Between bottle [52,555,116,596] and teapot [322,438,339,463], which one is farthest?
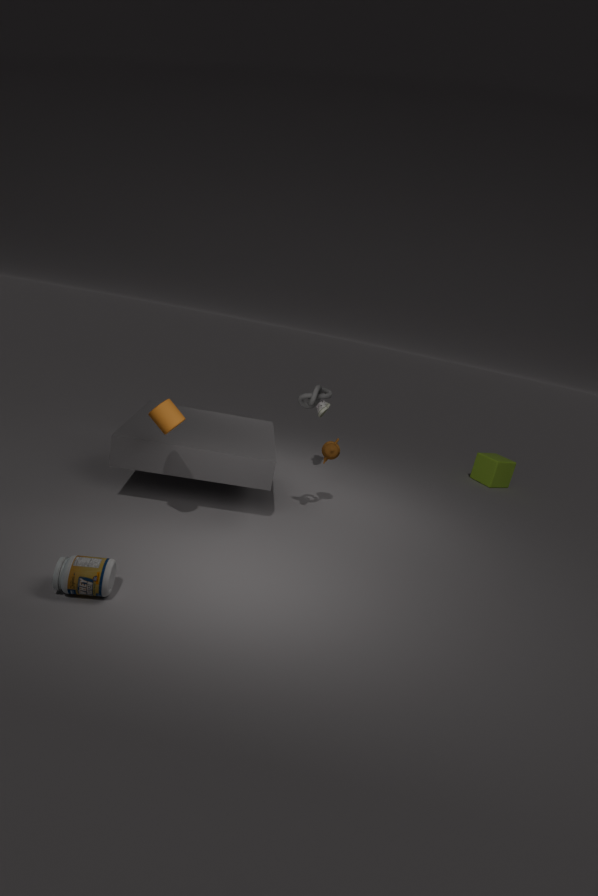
teapot [322,438,339,463]
